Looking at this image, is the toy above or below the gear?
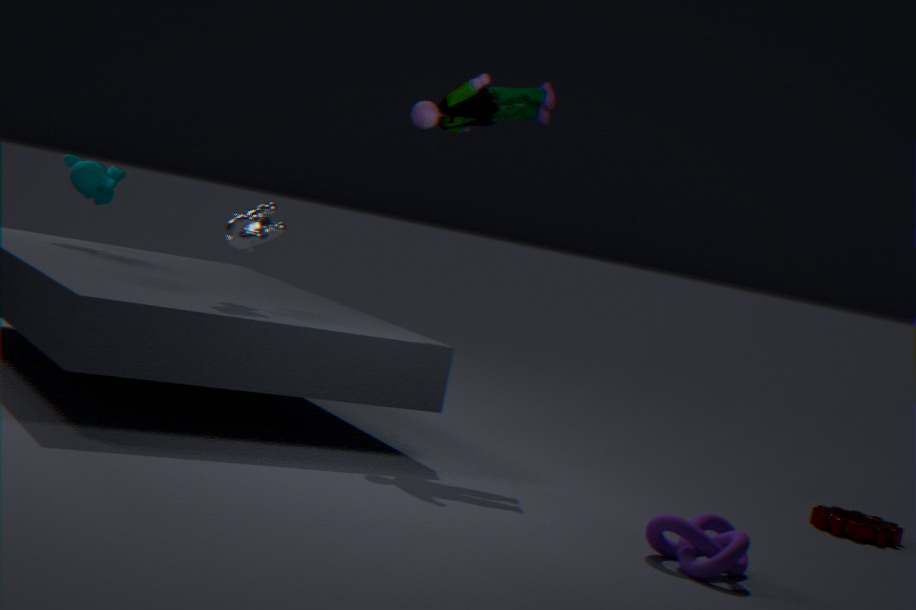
above
